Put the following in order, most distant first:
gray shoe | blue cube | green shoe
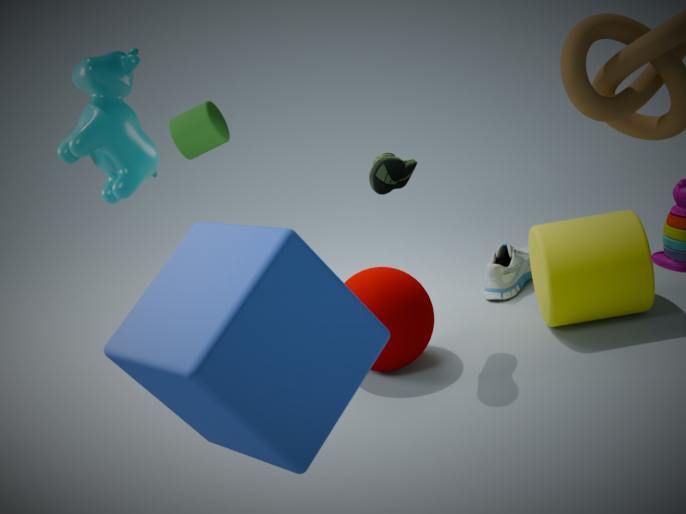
gray shoe
green shoe
blue cube
